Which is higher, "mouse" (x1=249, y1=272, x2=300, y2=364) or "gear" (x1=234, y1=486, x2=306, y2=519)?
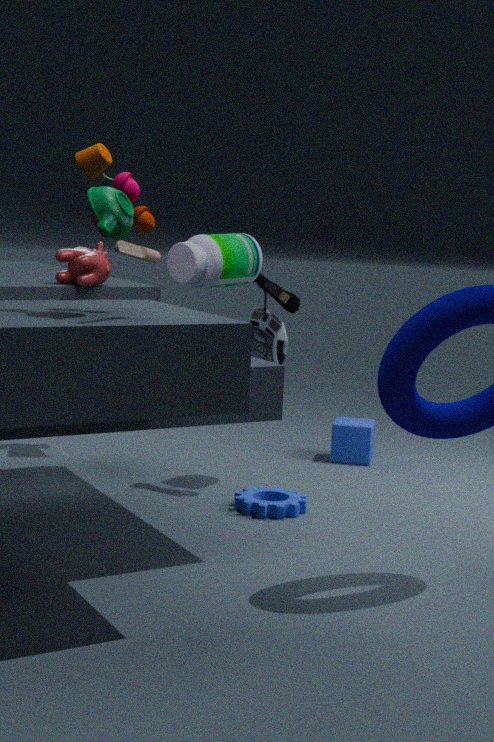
"mouse" (x1=249, y1=272, x2=300, y2=364)
